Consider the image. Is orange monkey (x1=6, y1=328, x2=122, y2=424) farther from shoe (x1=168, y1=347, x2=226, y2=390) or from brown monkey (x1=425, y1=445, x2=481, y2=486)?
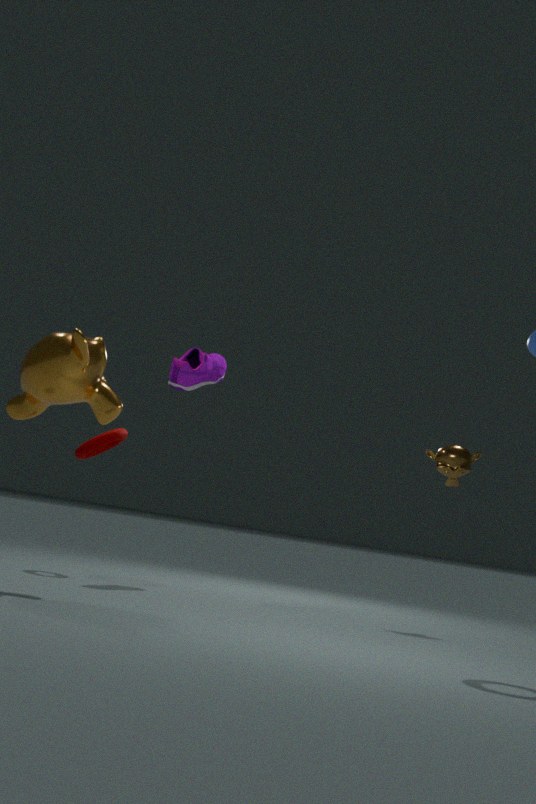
brown monkey (x1=425, y1=445, x2=481, y2=486)
